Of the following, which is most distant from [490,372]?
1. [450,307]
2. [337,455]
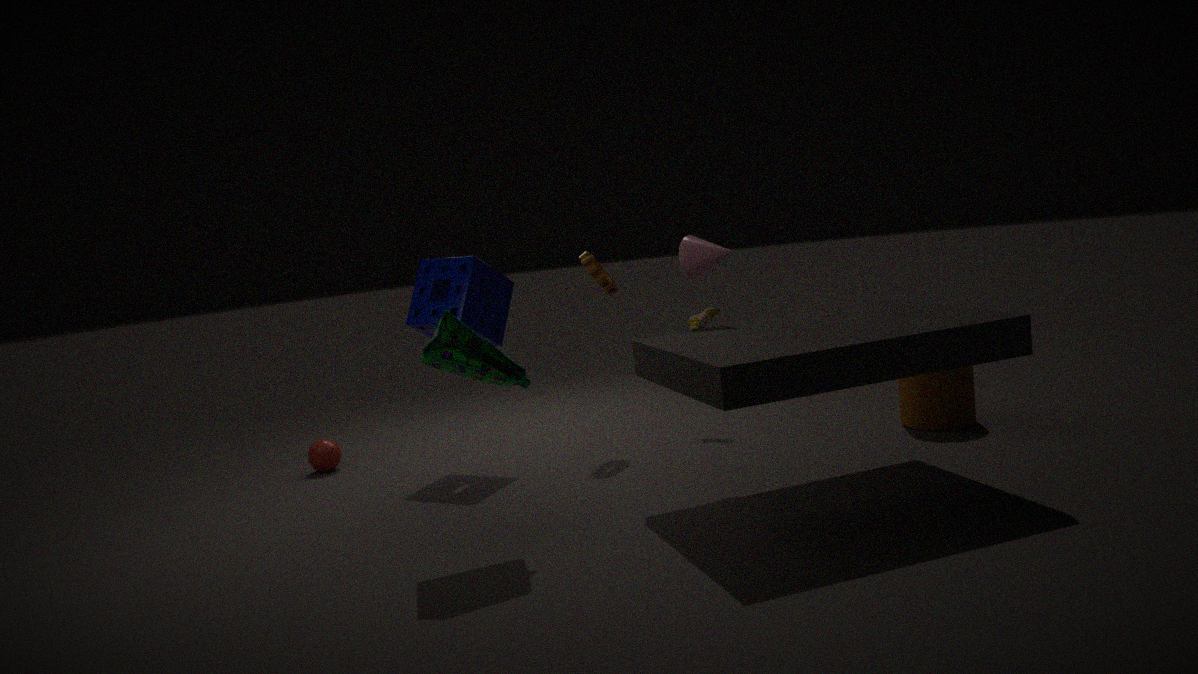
[337,455]
